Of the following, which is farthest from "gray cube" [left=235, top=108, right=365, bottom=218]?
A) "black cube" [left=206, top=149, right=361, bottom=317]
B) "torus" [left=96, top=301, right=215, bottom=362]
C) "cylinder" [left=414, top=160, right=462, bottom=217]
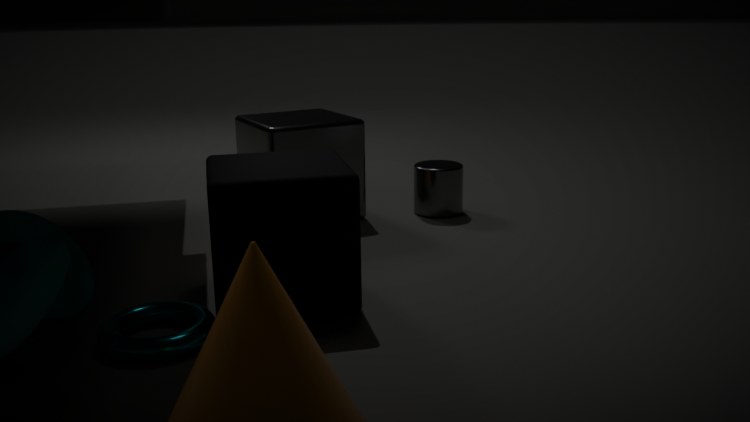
"torus" [left=96, top=301, right=215, bottom=362]
